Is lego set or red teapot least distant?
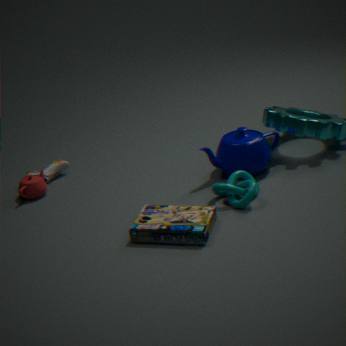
lego set
